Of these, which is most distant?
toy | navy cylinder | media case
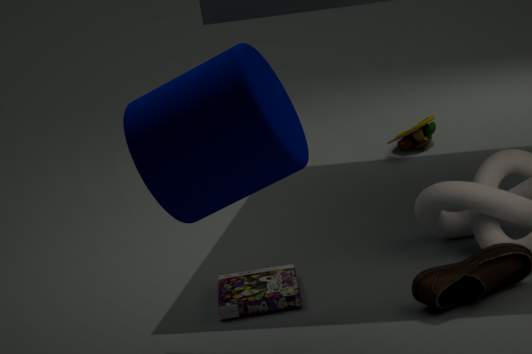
toy
